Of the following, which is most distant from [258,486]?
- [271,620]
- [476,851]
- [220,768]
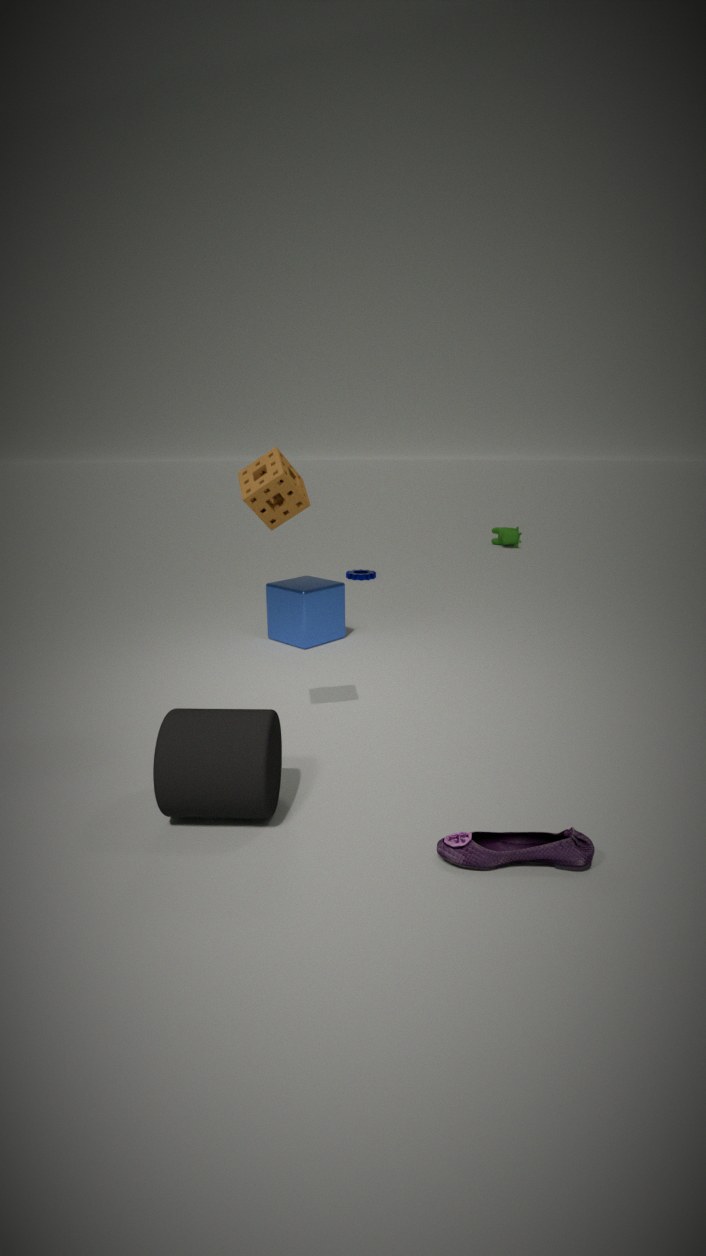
[271,620]
